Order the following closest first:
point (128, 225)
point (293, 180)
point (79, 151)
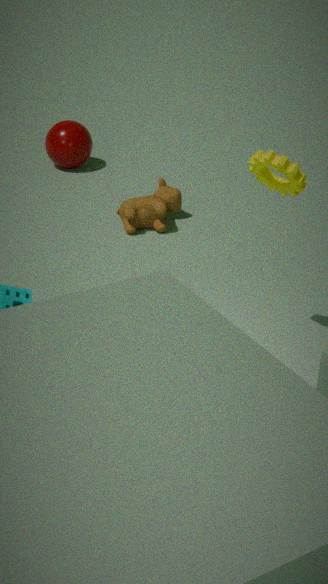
point (293, 180), point (128, 225), point (79, 151)
